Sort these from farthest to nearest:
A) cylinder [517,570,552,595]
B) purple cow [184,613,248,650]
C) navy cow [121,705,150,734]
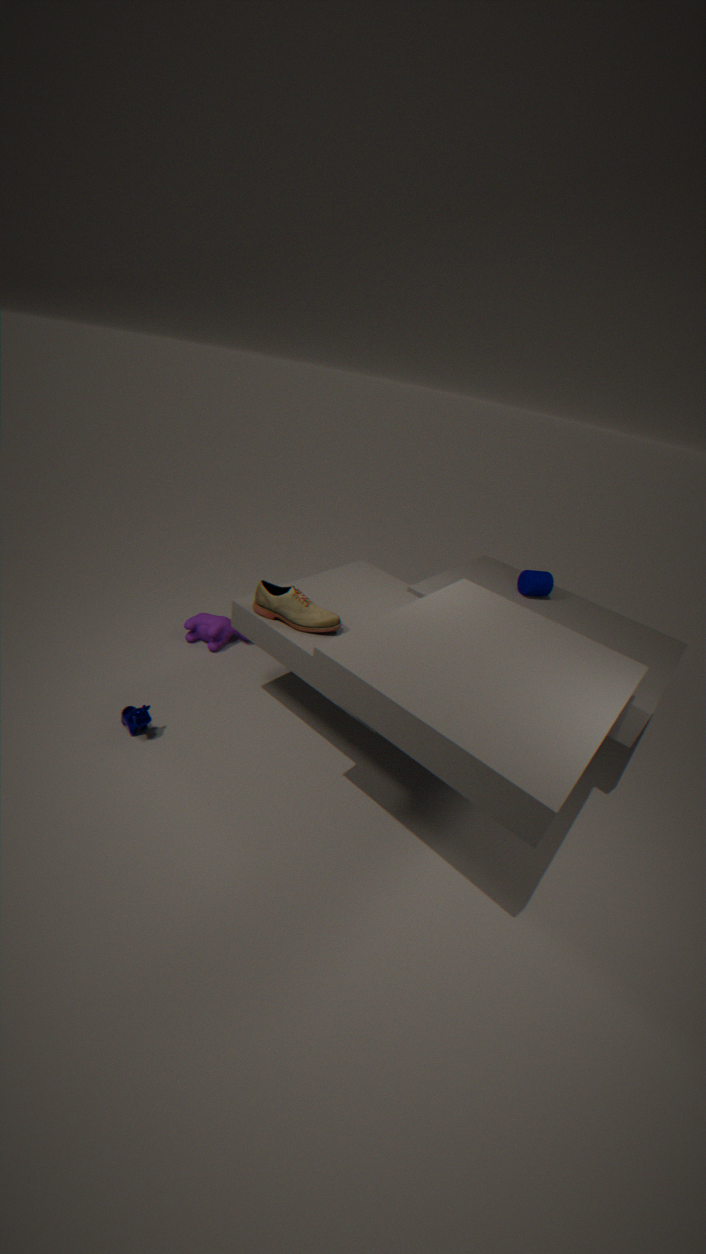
purple cow [184,613,248,650] → cylinder [517,570,552,595] → navy cow [121,705,150,734]
